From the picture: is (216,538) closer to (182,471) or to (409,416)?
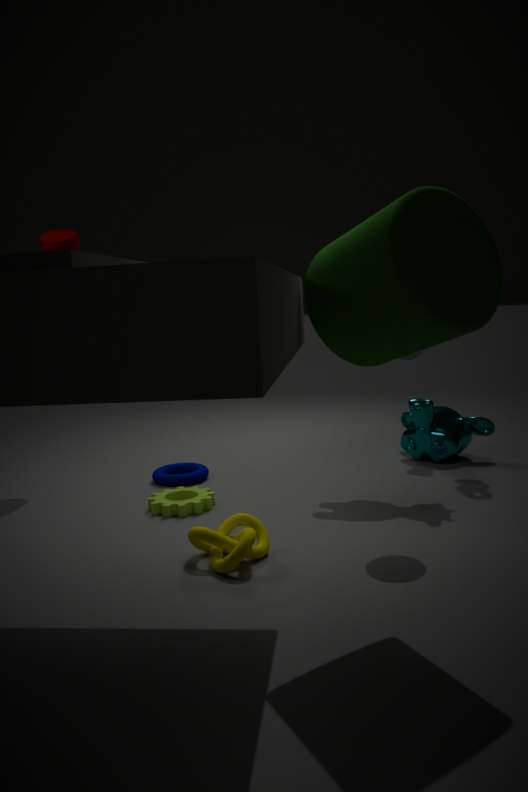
(182,471)
